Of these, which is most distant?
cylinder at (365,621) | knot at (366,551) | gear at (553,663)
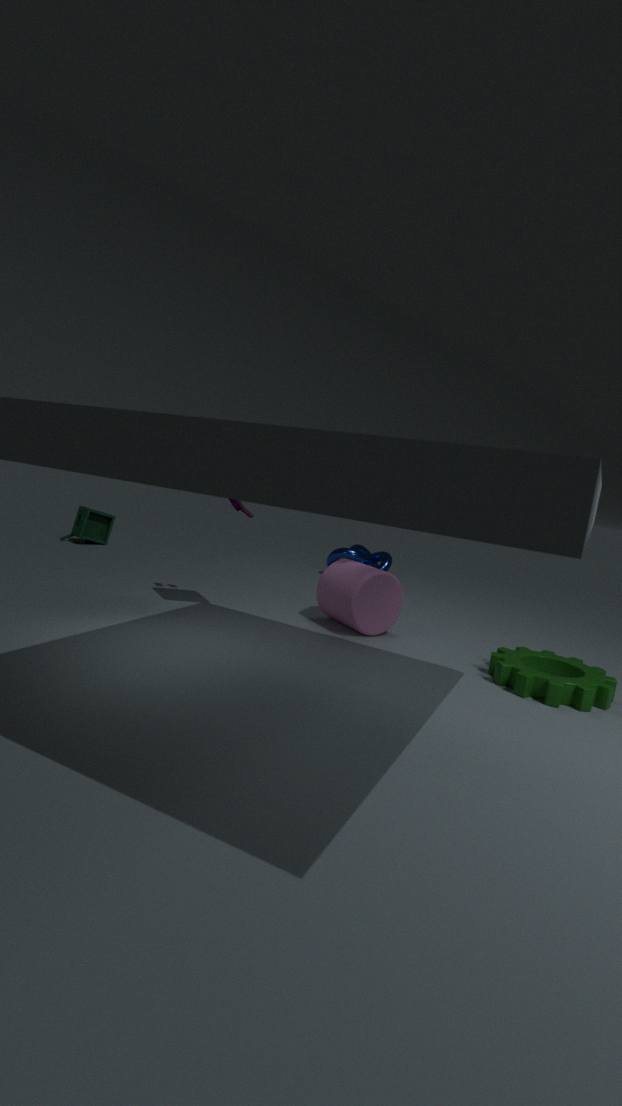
knot at (366,551)
